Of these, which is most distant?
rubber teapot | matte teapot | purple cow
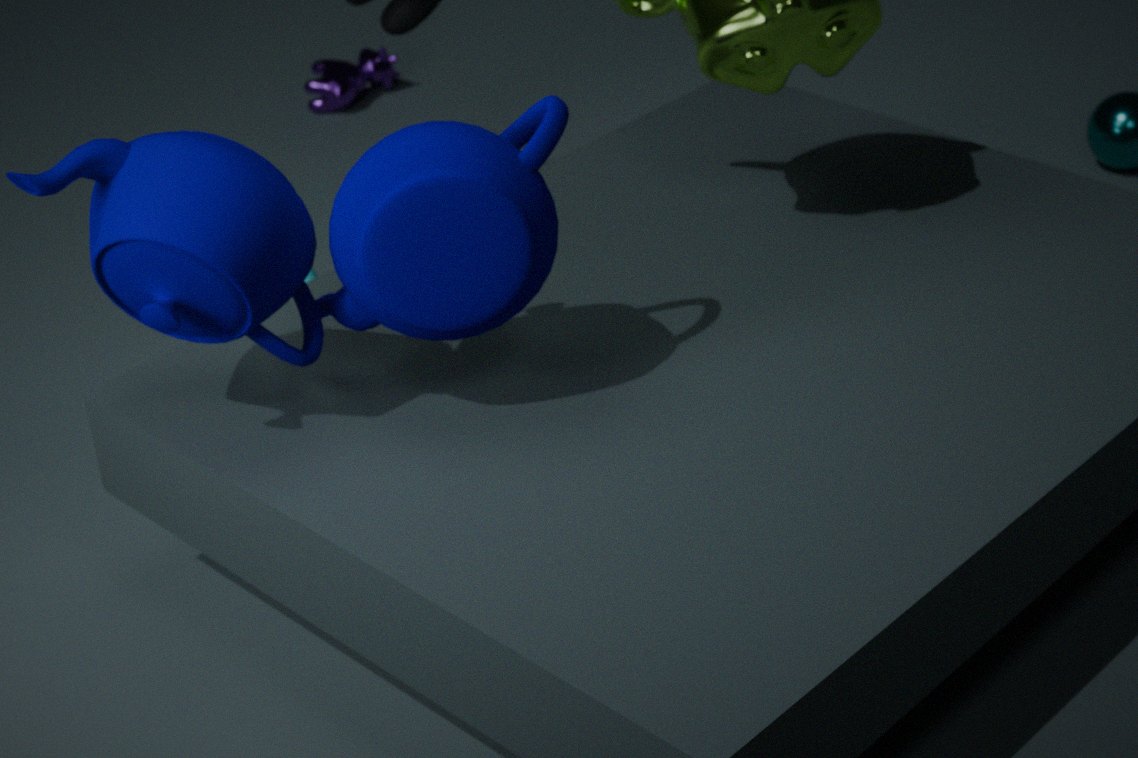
purple cow
